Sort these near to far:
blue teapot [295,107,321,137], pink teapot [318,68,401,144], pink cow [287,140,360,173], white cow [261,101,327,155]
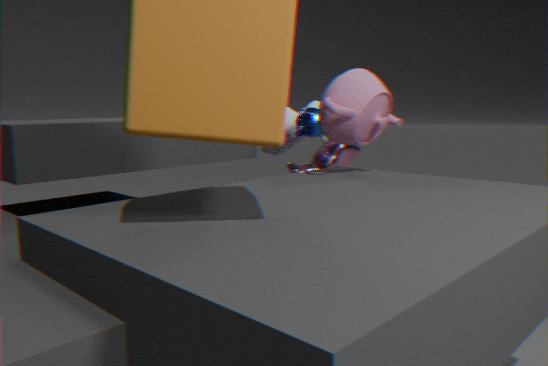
pink teapot [318,68,401,144] → blue teapot [295,107,321,137] → pink cow [287,140,360,173] → white cow [261,101,327,155]
